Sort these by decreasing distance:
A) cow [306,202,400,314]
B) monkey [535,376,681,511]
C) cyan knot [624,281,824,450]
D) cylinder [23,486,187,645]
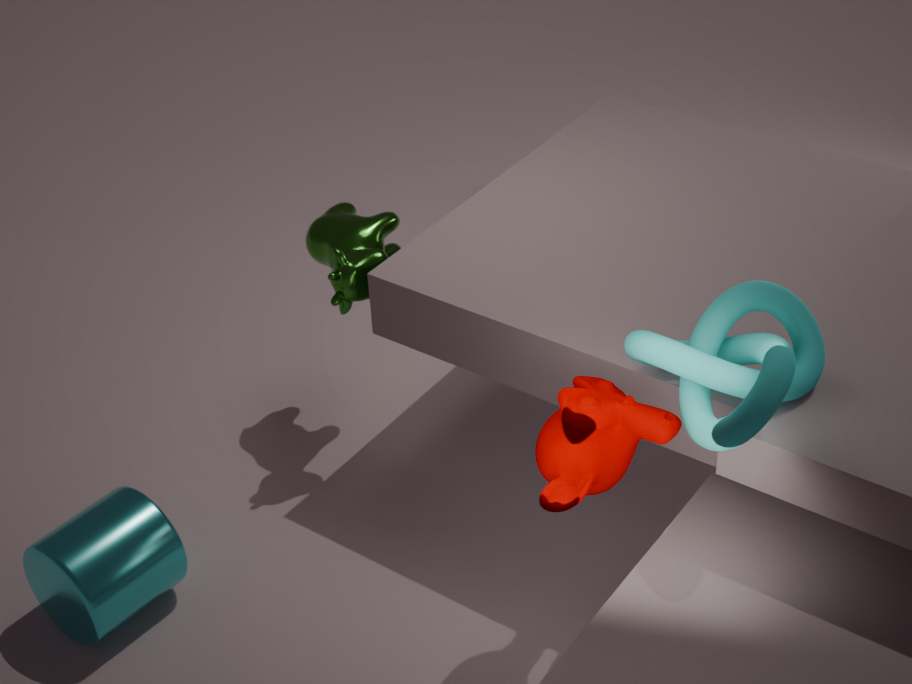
1. cow [306,202,400,314]
2. cylinder [23,486,187,645]
3. monkey [535,376,681,511]
4. cyan knot [624,281,824,450]
